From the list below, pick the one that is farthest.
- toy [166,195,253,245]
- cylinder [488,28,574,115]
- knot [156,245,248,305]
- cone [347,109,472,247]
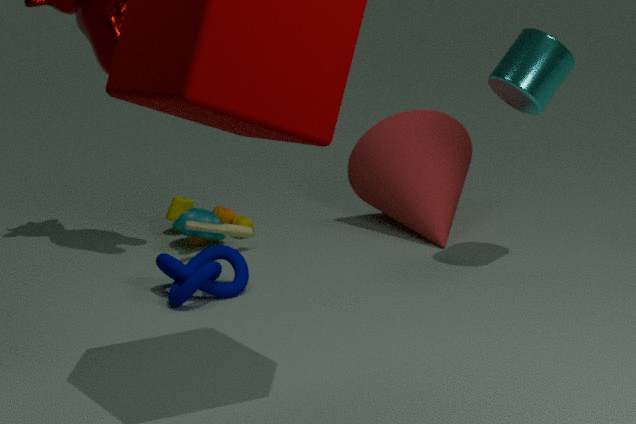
cone [347,109,472,247]
